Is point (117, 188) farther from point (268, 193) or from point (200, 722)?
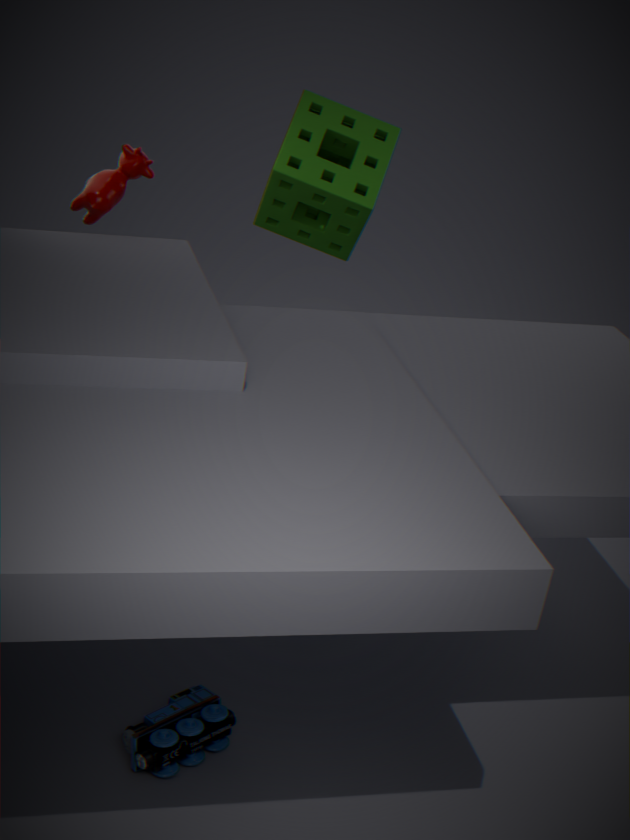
point (200, 722)
